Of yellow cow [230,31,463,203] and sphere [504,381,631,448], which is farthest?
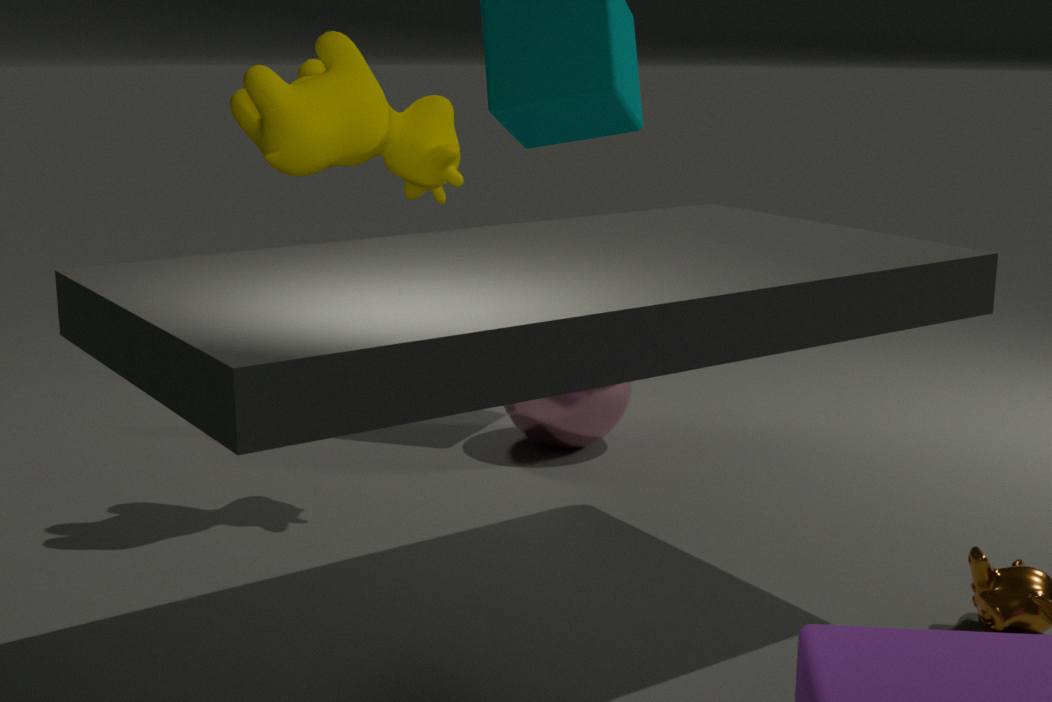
sphere [504,381,631,448]
